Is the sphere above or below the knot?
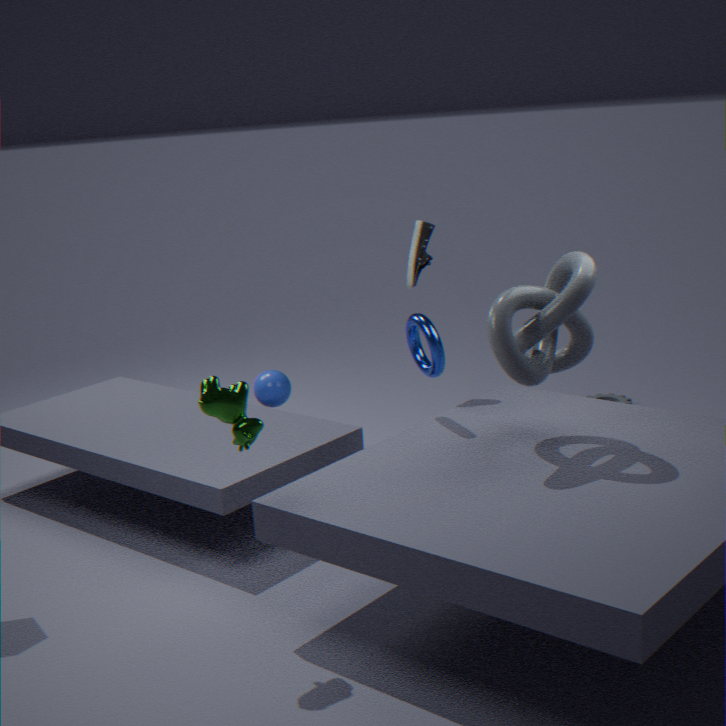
below
